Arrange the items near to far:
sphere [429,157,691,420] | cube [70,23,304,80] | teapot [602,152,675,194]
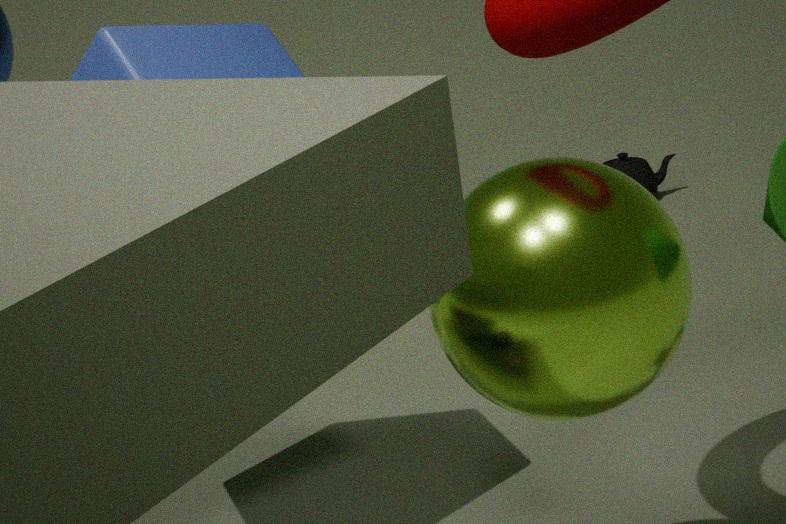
sphere [429,157,691,420], cube [70,23,304,80], teapot [602,152,675,194]
